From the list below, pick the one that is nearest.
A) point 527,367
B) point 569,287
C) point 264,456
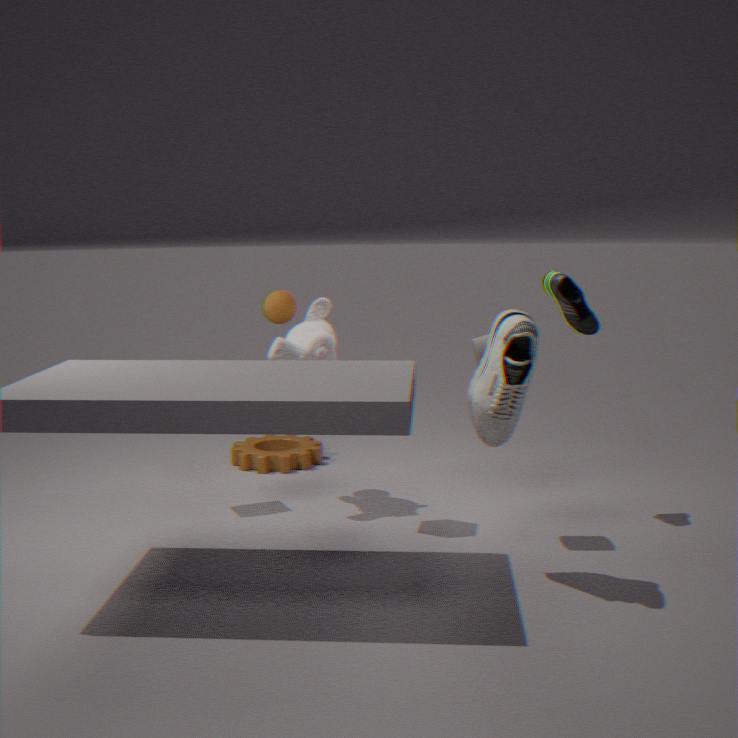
point 527,367
